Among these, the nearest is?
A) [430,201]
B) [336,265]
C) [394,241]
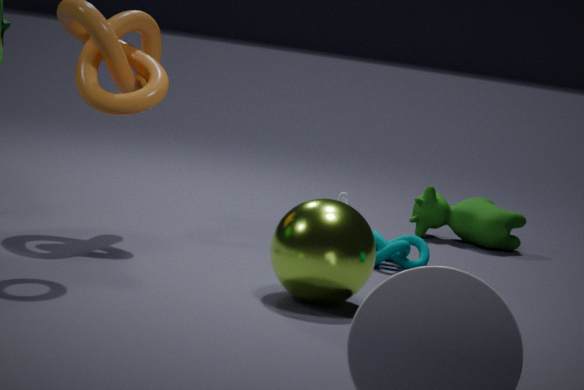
[336,265]
